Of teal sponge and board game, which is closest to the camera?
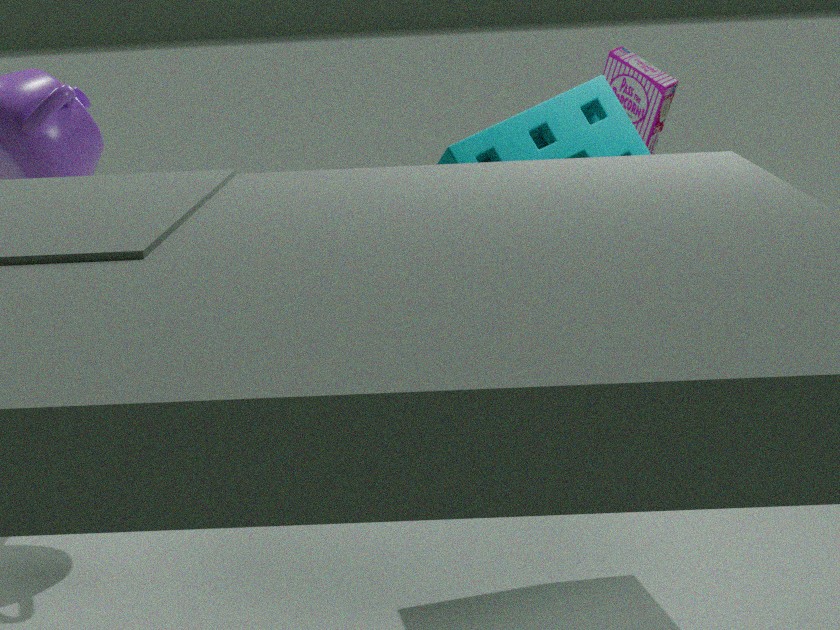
teal sponge
